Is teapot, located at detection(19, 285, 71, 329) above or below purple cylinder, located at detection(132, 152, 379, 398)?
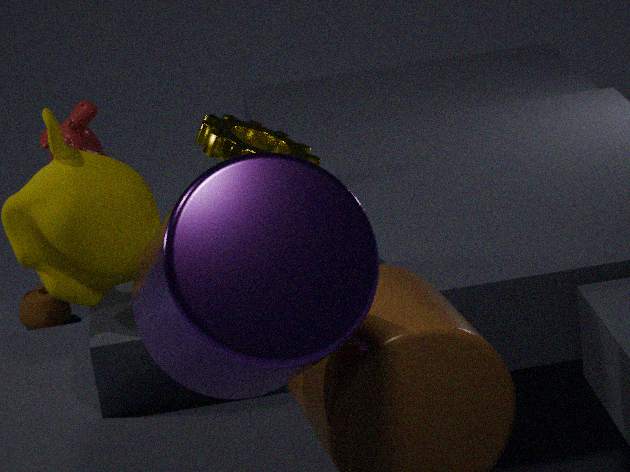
below
